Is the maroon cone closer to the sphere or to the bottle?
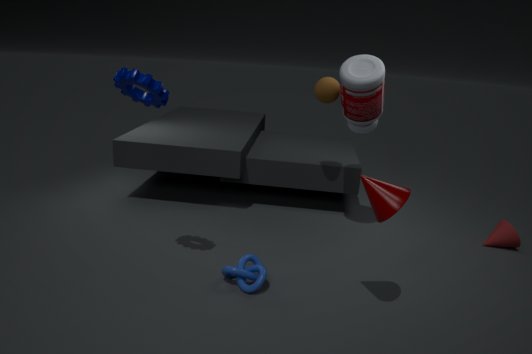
the bottle
